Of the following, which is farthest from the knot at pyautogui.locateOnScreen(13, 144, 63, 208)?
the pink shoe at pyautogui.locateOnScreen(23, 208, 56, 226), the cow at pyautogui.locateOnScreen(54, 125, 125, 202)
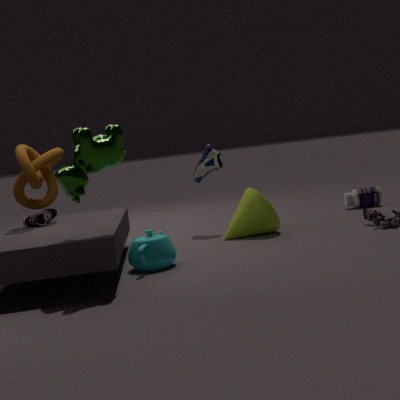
A: the cow at pyautogui.locateOnScreen(54, 125, 125, 202)
